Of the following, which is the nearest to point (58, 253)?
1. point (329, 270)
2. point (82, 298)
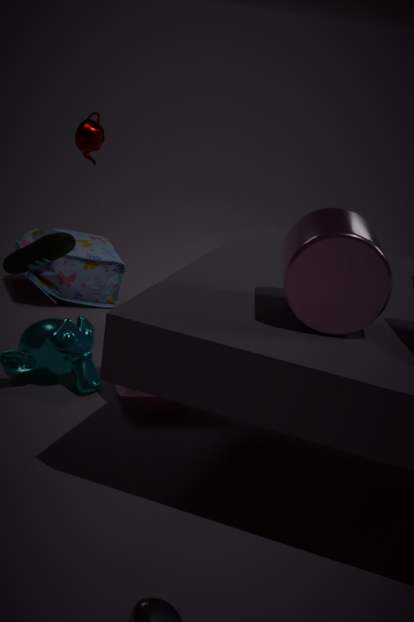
point (329, 270)
